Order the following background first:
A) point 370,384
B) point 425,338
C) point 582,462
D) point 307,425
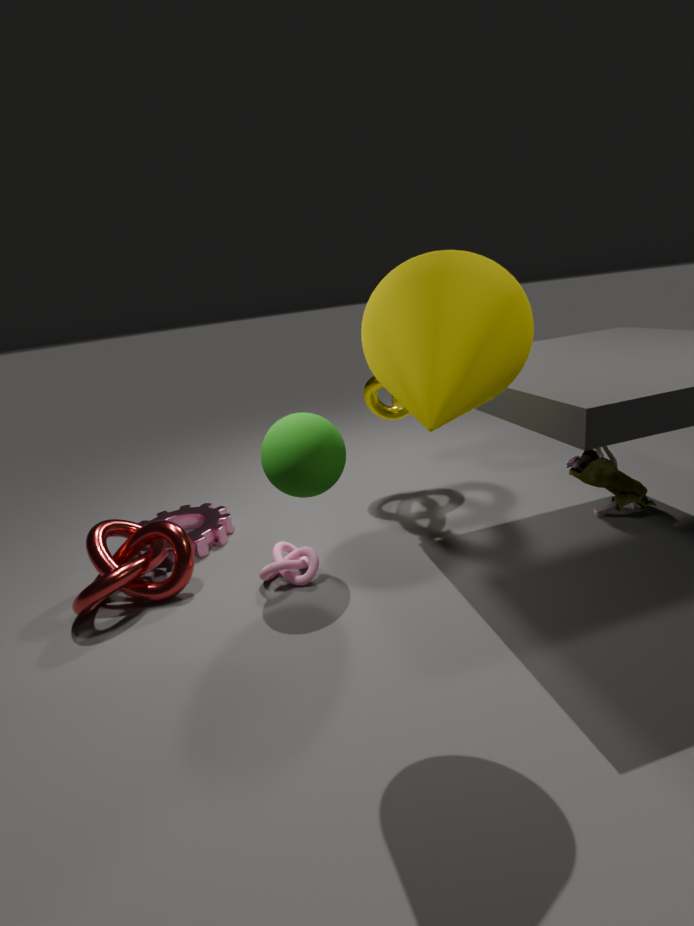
point 370,384
point 582,462
point 307,425
point 425,338
